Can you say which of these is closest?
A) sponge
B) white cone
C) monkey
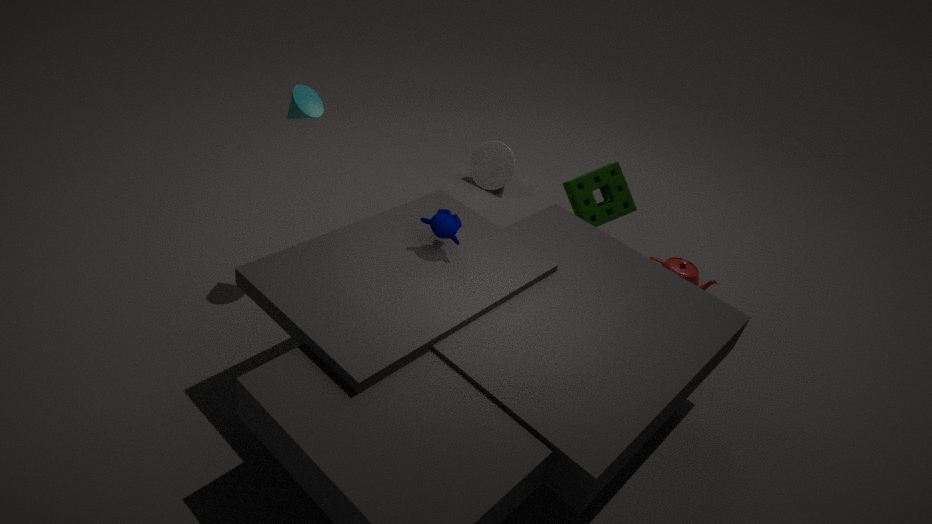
monkey
